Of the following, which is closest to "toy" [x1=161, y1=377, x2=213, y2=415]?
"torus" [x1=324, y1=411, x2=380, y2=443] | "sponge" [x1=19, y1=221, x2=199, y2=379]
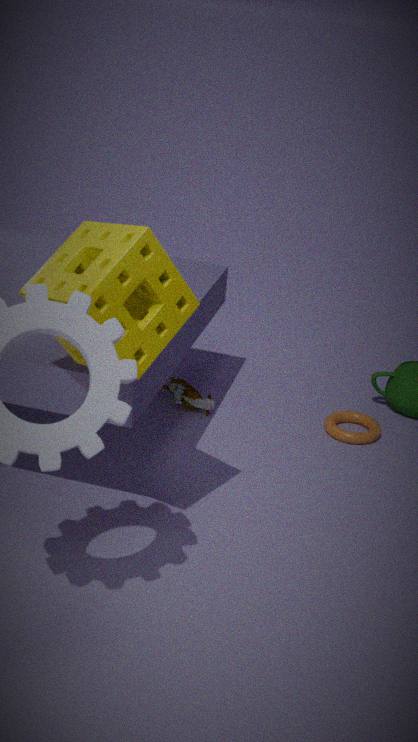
"torus" [x1=324, y1=411, x2=380, y2=443]
